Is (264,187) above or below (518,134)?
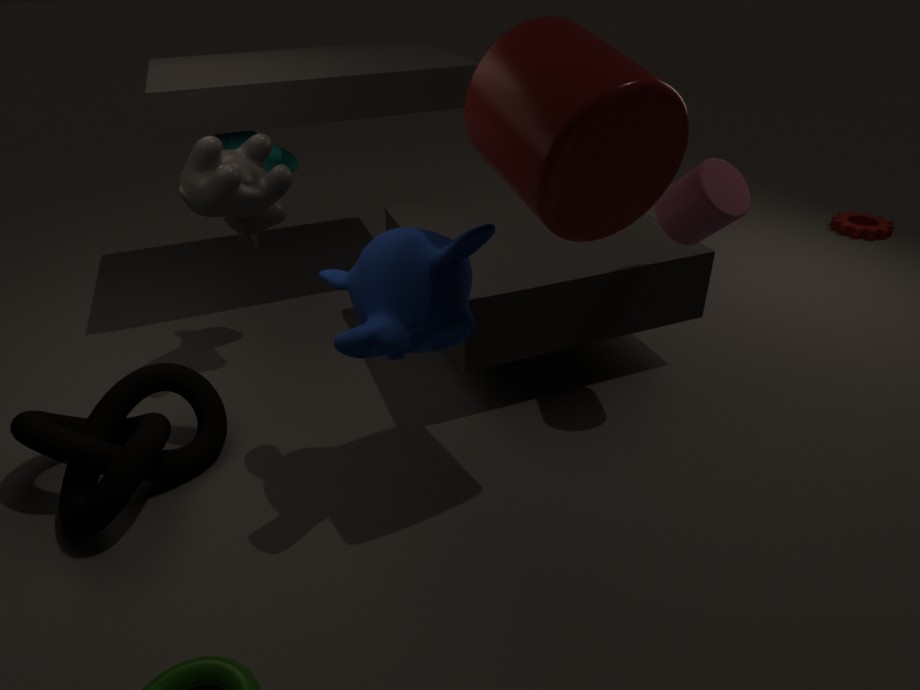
below
